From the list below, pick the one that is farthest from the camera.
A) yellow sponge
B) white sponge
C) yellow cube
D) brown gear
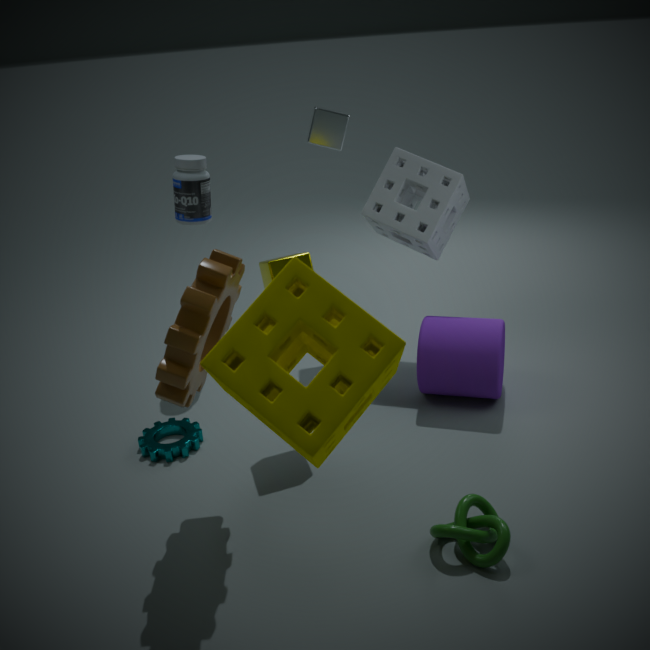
white sponge
